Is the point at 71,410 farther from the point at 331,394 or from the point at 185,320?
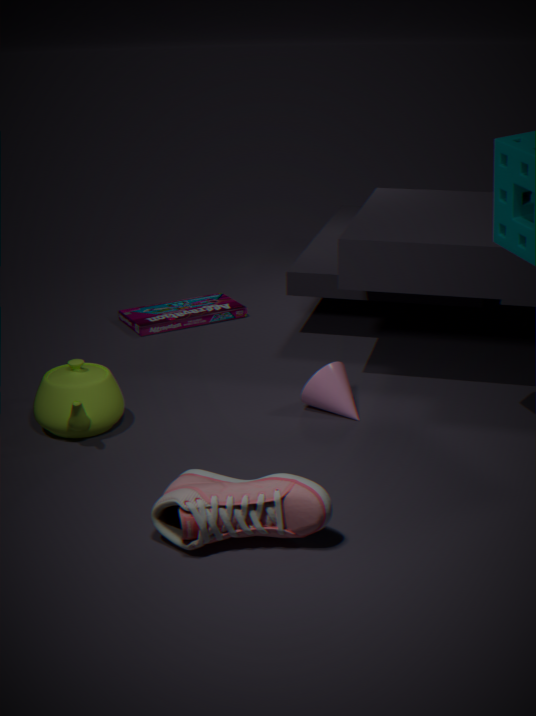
the point at 185,320
